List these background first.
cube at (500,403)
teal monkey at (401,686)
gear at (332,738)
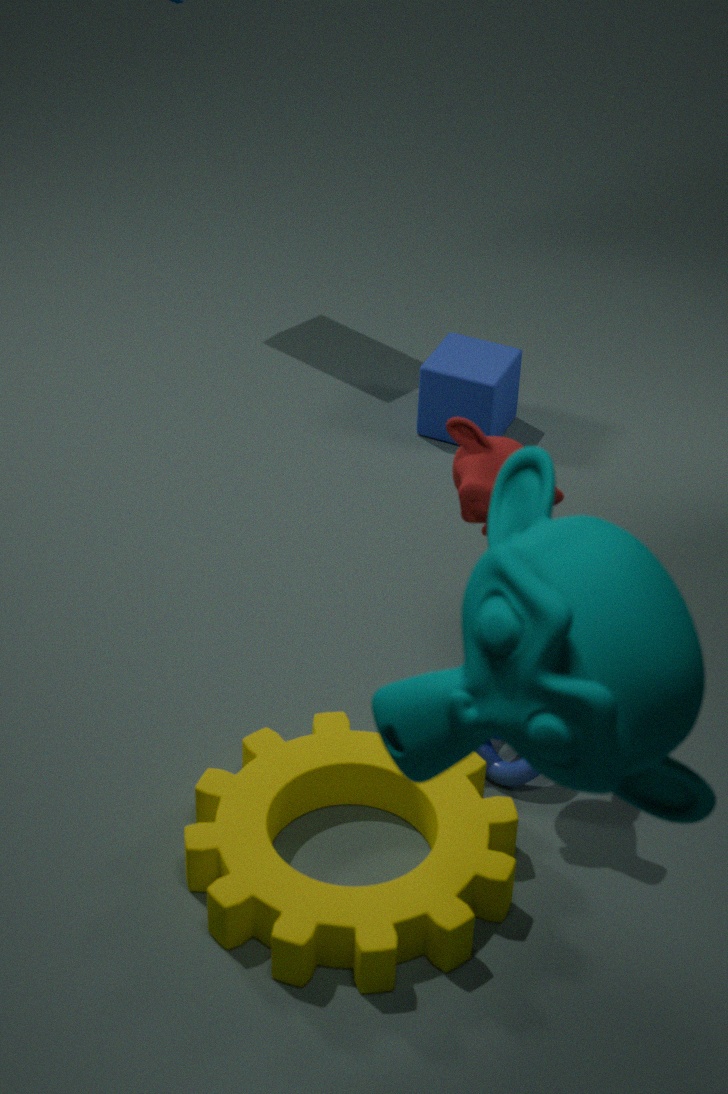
cube at (500,403)
gear at (332,738)
teal monkey at (401,686)
